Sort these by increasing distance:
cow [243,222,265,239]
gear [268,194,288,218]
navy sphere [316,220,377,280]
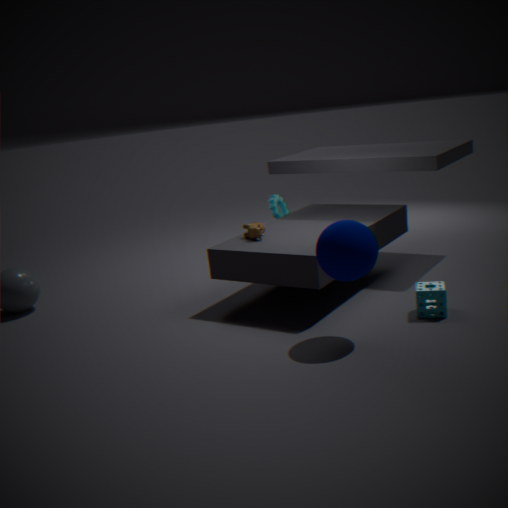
navy sphere [316,220,377,280] < cow [243,222,265,239] < gear [268,194,288,218]
